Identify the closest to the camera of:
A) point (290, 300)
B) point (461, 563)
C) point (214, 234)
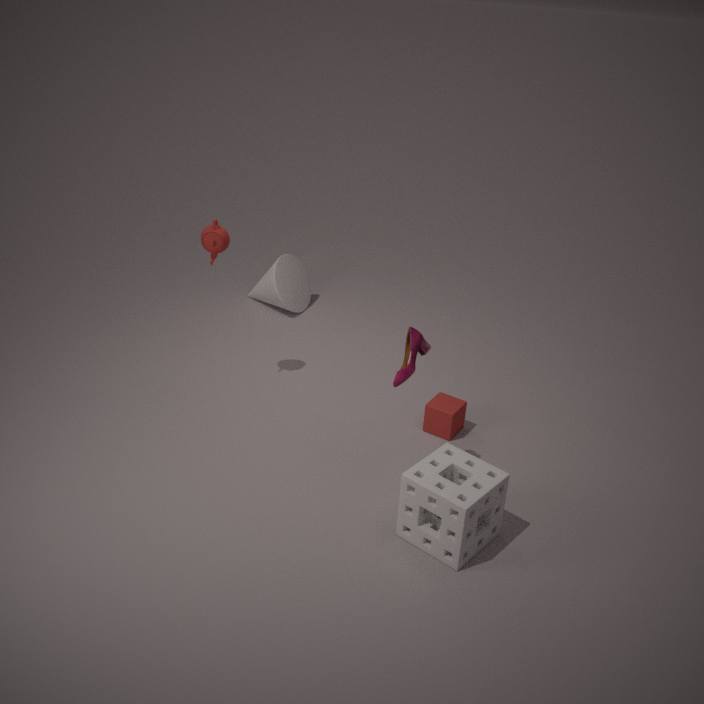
point (461, 563)
